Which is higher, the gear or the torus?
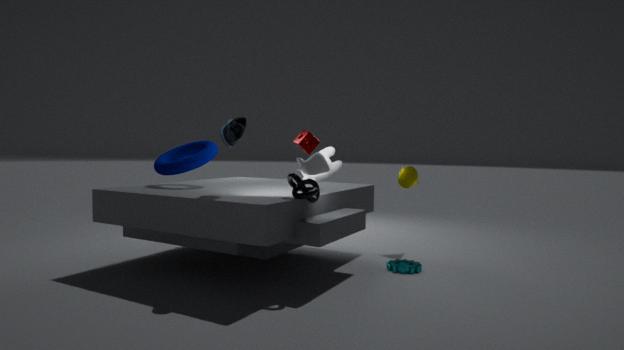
the torus
